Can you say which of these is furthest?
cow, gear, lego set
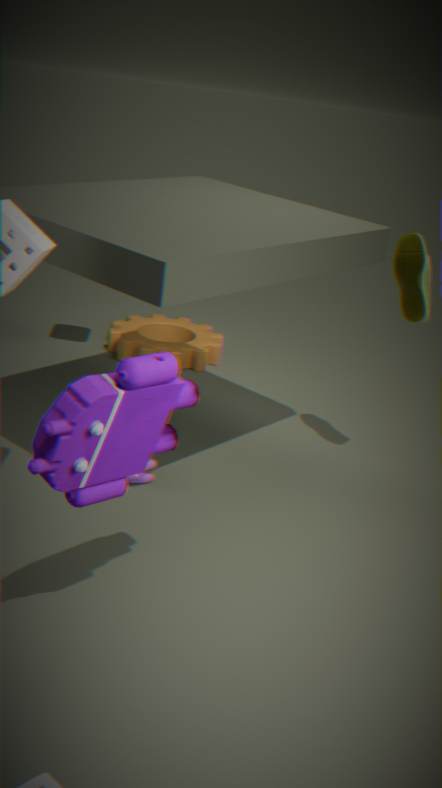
gear
